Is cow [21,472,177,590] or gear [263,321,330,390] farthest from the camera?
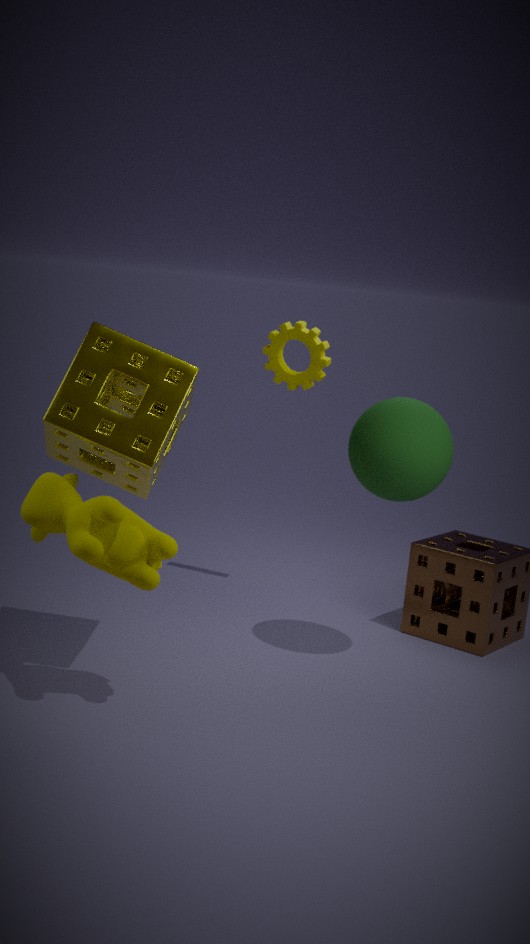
gear [263,321,330,390]
